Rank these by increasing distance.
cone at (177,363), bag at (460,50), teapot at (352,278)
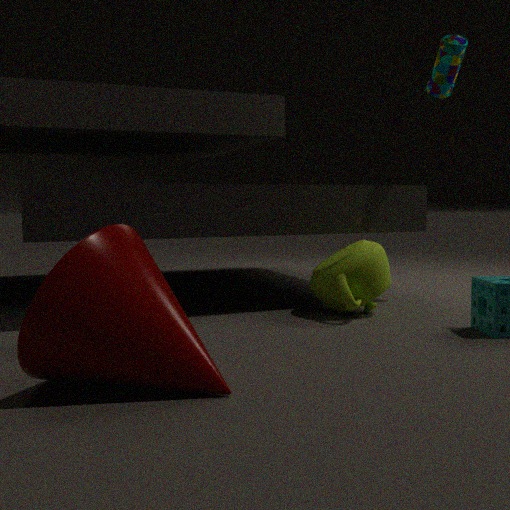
cone at (177,363) < teapot at (352,278) < bag at (460,50)
